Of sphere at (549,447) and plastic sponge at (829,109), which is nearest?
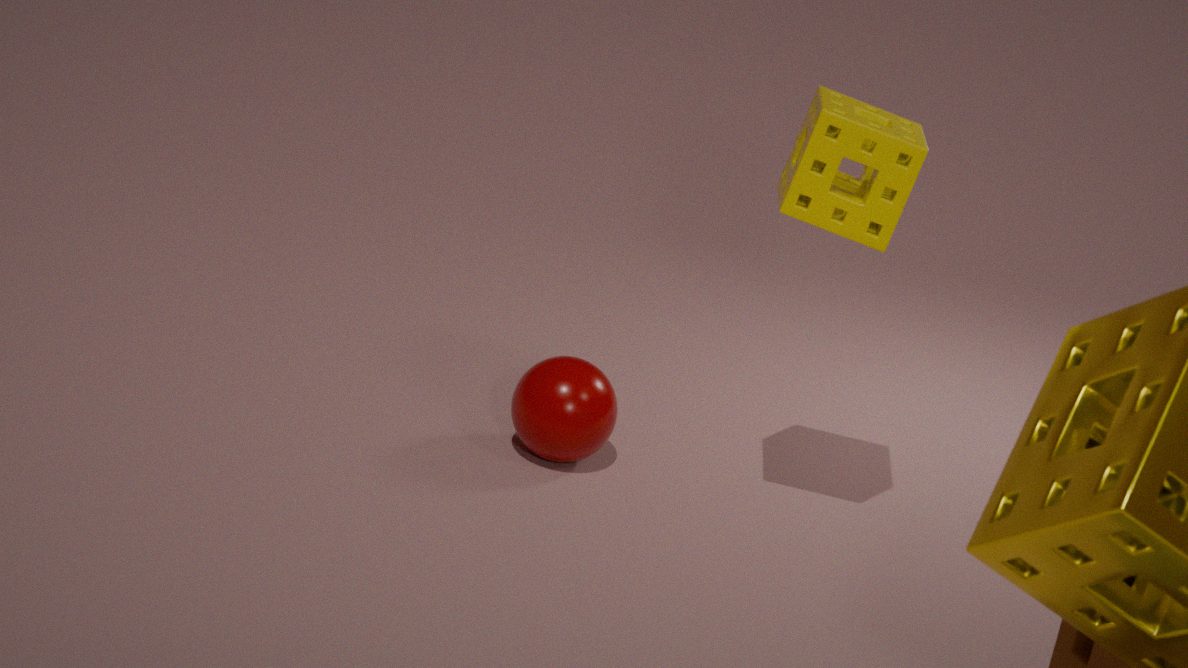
plastic sponge at (829,109)
